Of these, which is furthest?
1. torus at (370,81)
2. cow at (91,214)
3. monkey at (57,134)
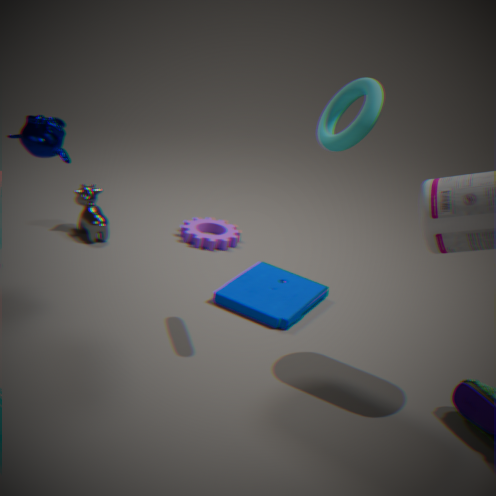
cow at (91,214)
